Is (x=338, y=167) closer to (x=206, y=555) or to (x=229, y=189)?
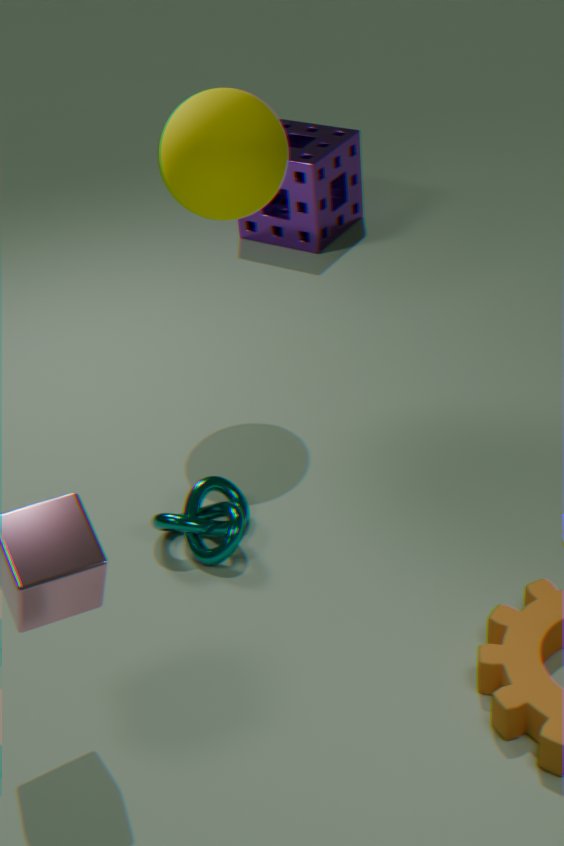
(x=229, y=189)
